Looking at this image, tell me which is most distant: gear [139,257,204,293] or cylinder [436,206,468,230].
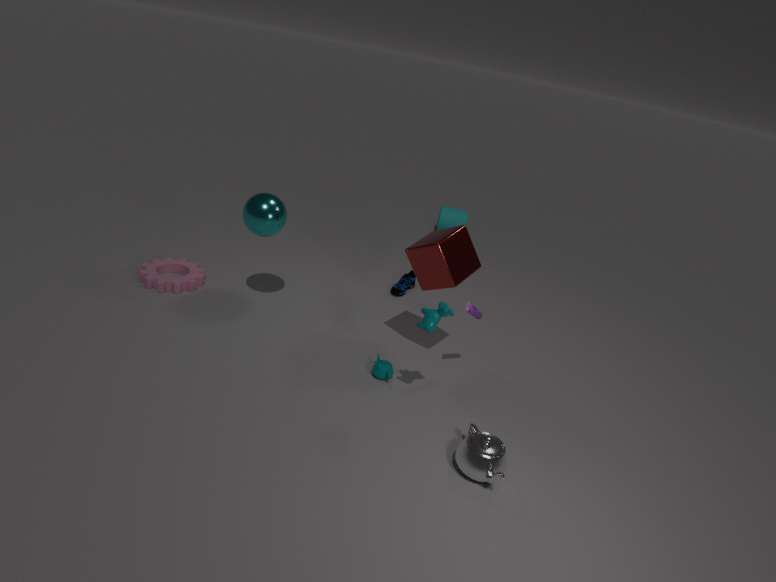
cylinder [436,206,468,230]
